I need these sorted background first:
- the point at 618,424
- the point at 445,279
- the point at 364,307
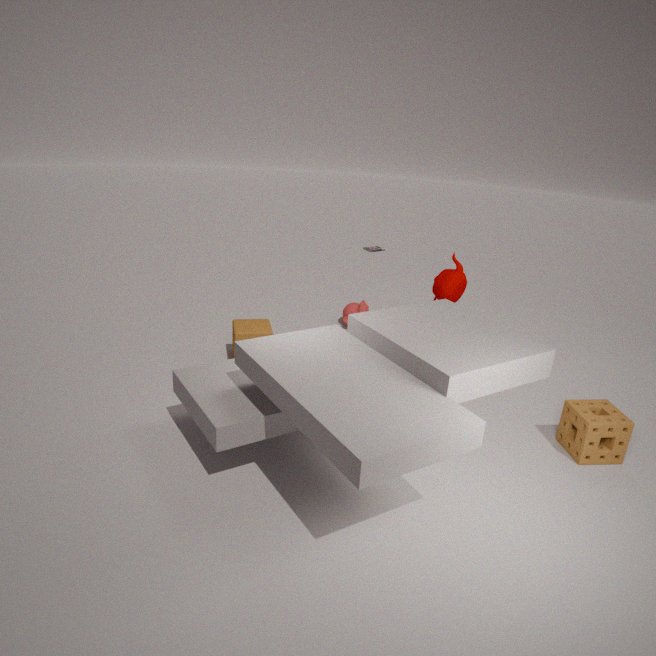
1. the point at 364,307
2. the point at 445,279
3. the point at 618,424
